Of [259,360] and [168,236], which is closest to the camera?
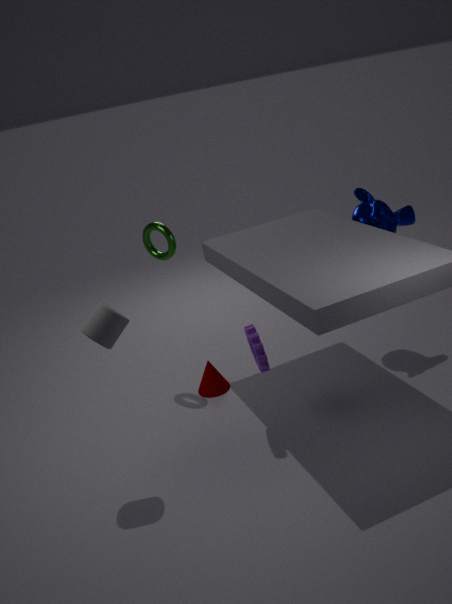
[259,360]
